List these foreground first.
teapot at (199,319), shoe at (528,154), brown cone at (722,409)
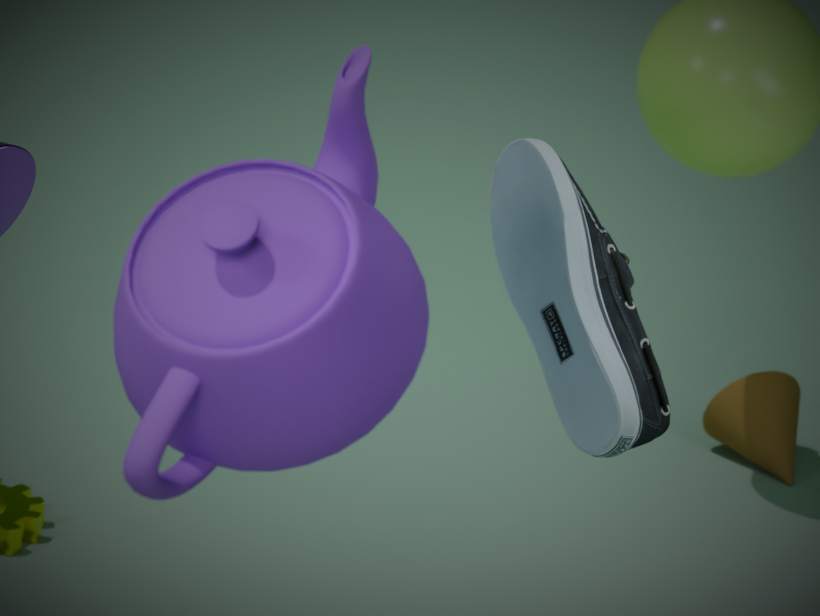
teapot at (199,319) → shoe at (528,154) → brown cone at (722,409)
